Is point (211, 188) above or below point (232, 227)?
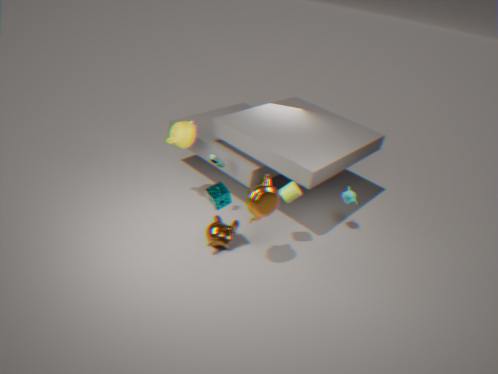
above
